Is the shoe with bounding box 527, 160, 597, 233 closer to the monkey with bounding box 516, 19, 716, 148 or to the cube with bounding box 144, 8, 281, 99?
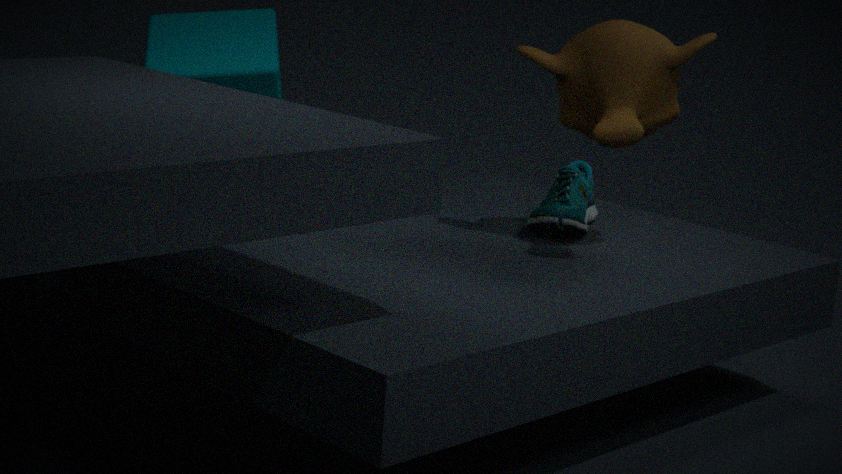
the monkey with bounding box 516, 19, 716, 148
